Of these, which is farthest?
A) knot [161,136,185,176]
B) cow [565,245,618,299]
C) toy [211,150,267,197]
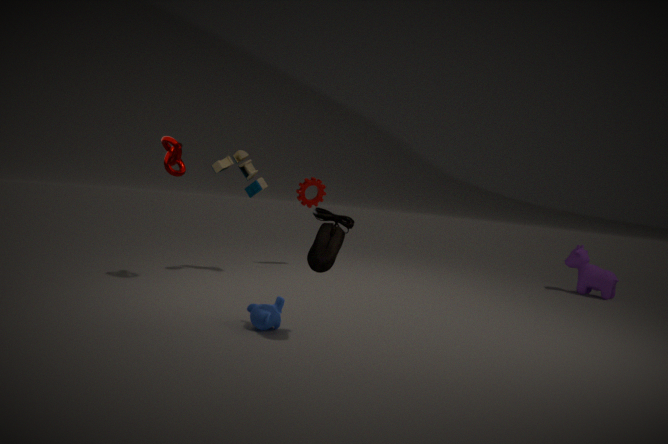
cow [565,245,618,299]
